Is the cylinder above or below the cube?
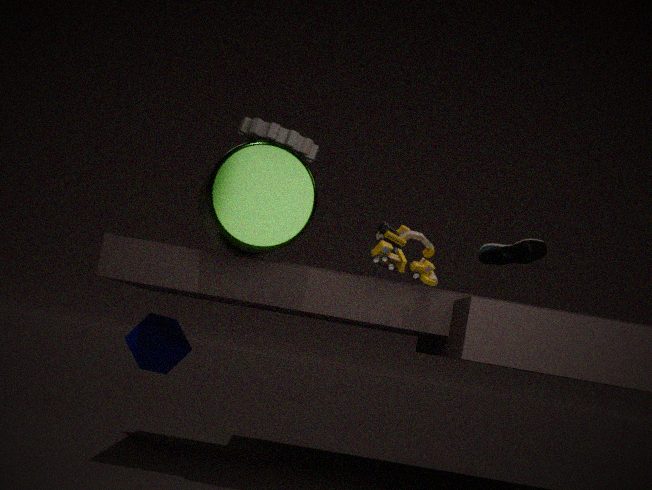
above
